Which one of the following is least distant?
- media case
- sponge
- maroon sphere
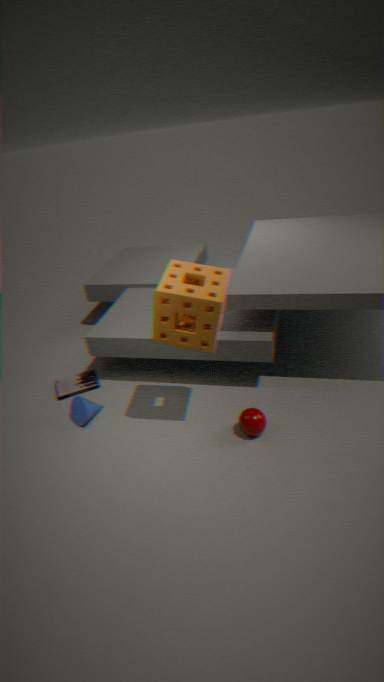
sponge
